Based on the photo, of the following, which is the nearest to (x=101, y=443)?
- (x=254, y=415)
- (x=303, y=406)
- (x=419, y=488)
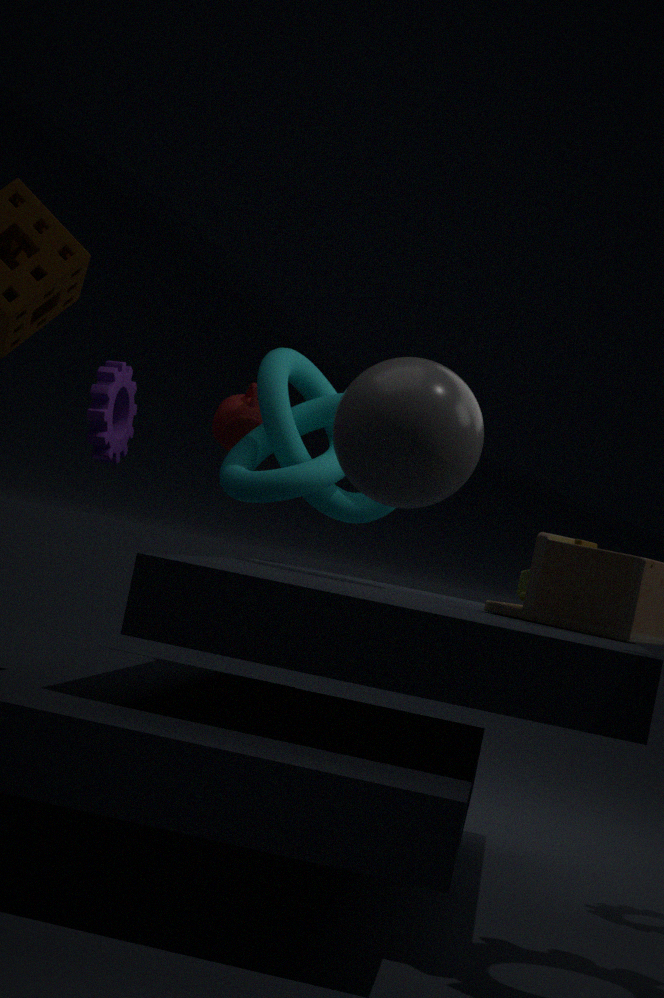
(x=254, y=415)
